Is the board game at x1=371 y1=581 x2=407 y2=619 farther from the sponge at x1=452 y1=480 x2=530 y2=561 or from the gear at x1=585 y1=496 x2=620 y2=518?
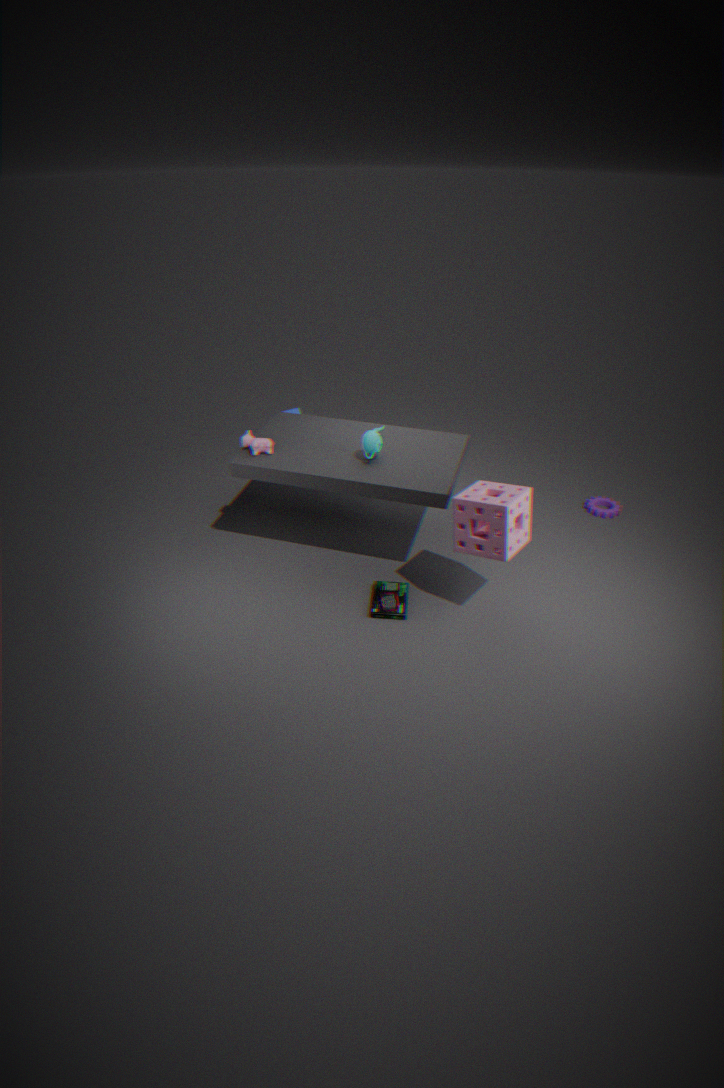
the gear at x1=585 y1=496 x2=620 y2=518
